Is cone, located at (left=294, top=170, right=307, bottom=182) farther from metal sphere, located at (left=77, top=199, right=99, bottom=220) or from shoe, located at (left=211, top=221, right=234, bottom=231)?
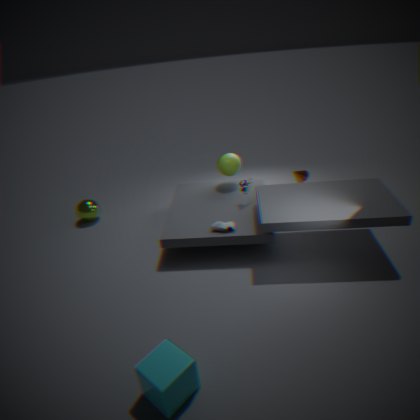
metal sphere, located at (left=77, top=199, right=99, bottom=220)
